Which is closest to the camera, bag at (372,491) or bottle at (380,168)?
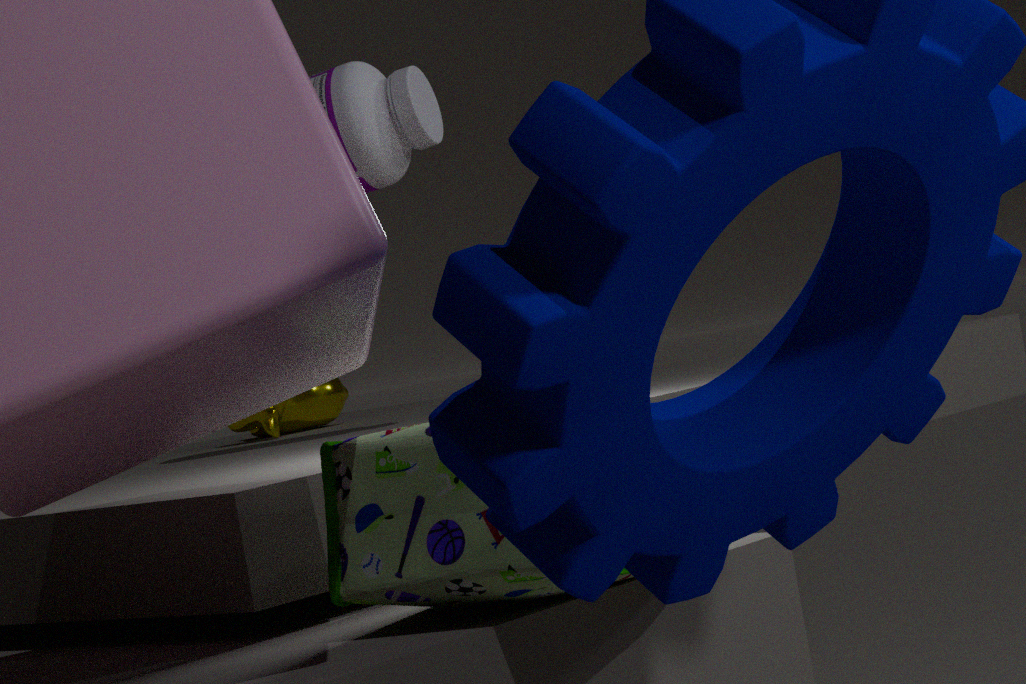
bag at (372,491)
